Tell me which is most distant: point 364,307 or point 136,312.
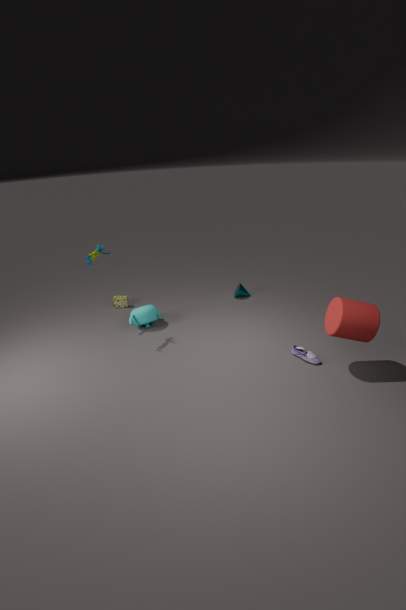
point 136,312
